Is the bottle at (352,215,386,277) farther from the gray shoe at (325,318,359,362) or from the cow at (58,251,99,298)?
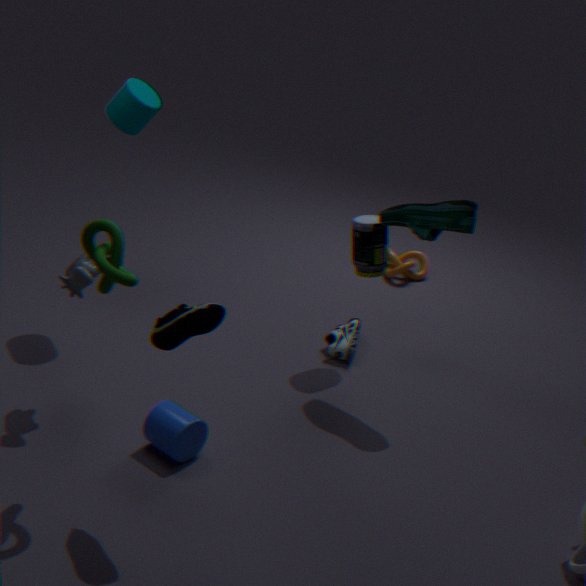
the cow at (58,251,99,298)
